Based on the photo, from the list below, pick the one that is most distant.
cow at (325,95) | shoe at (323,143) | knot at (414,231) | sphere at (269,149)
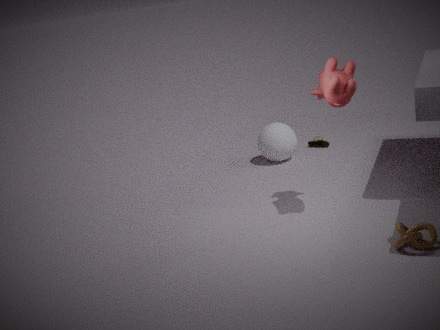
shoe at (323,143)
